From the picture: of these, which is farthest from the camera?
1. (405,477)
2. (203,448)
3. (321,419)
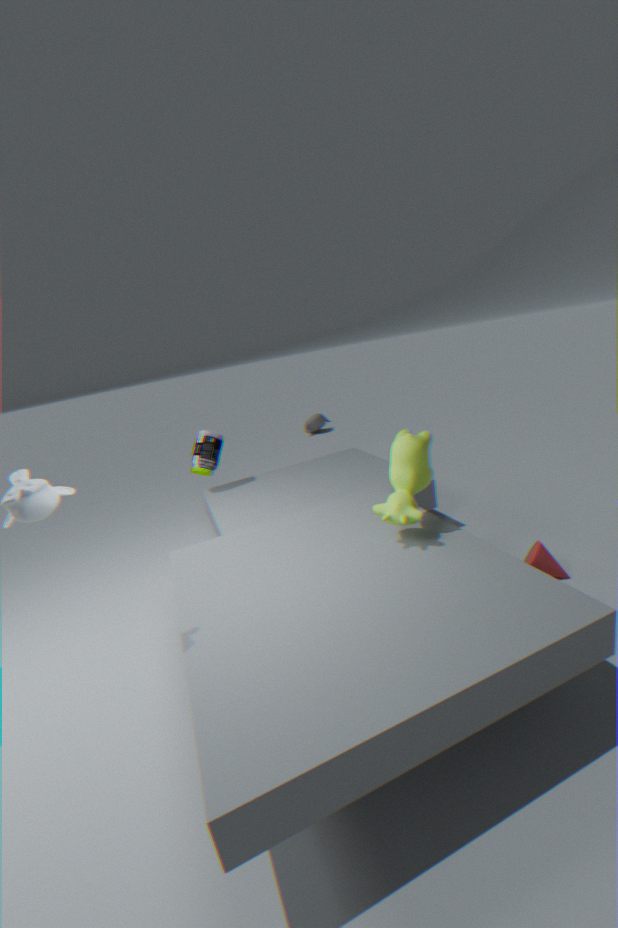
(321,419)
